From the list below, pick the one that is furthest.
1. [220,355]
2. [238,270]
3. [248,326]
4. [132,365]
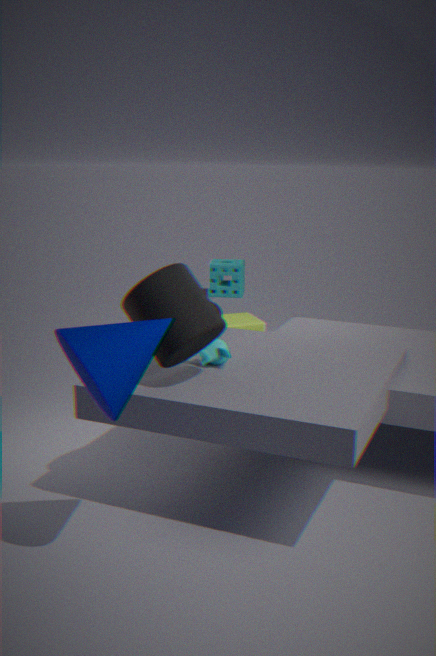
[238,270]
